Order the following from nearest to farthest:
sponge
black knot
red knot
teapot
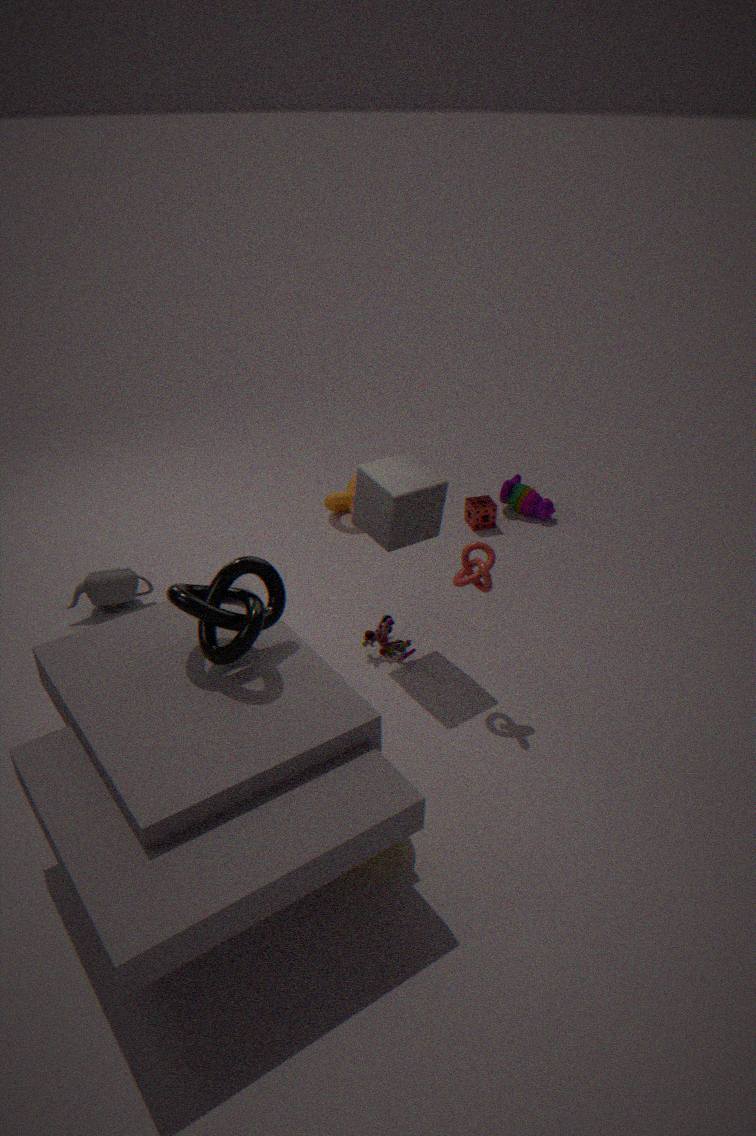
1. black knot
2. red knot
3. teapot
4. sponge
